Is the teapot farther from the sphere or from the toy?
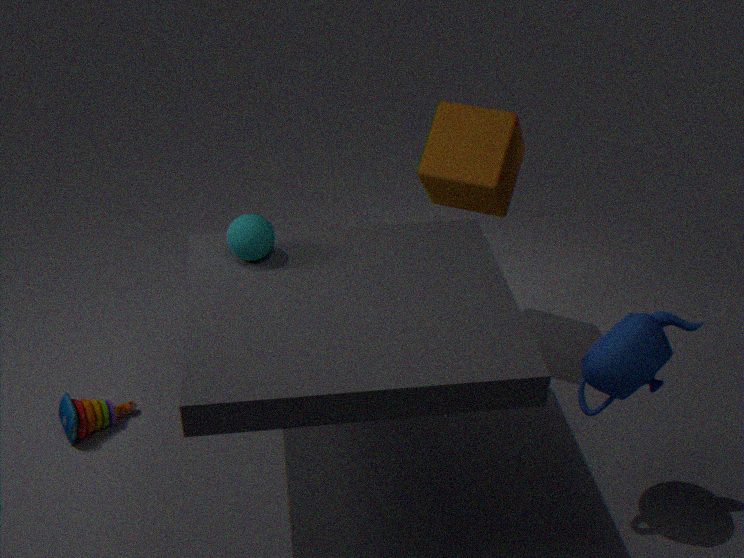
the toy
